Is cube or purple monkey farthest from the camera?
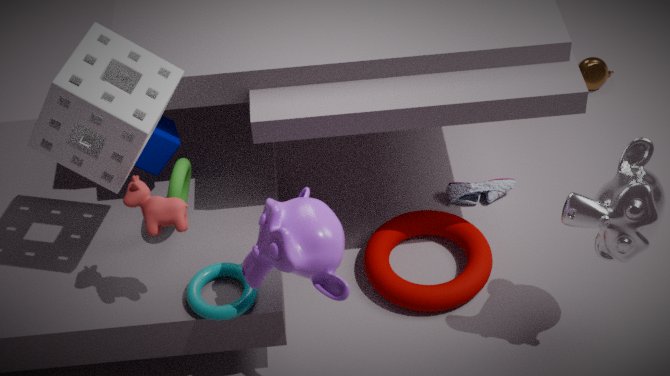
cube
